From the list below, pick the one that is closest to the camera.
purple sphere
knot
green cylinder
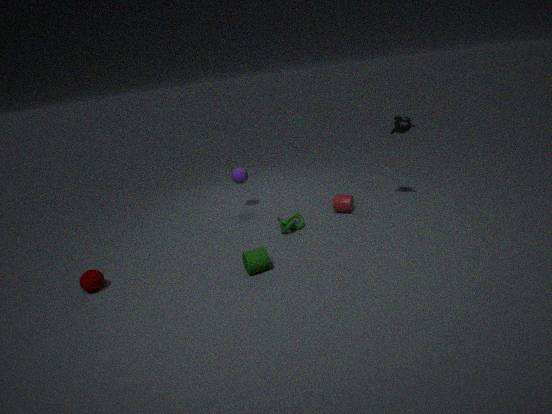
green cylinder
